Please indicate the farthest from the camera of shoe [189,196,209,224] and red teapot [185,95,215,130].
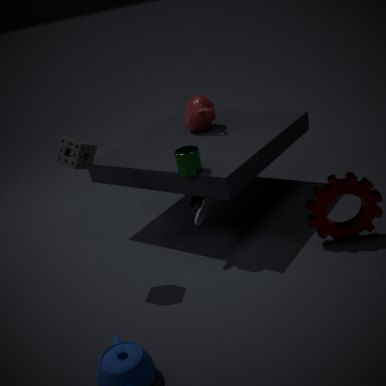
red teapot [185,95,215,130]
